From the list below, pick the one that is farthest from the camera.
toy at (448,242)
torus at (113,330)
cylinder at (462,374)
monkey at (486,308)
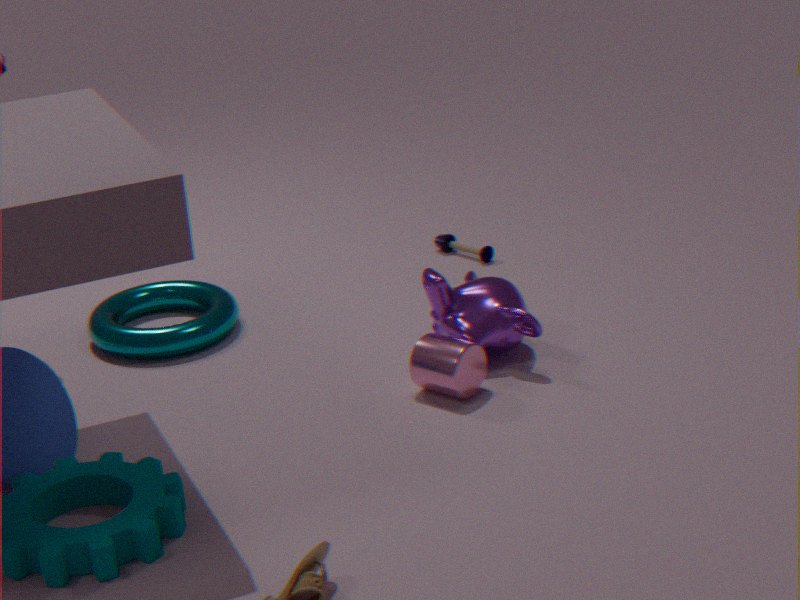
toy at (448,242)
